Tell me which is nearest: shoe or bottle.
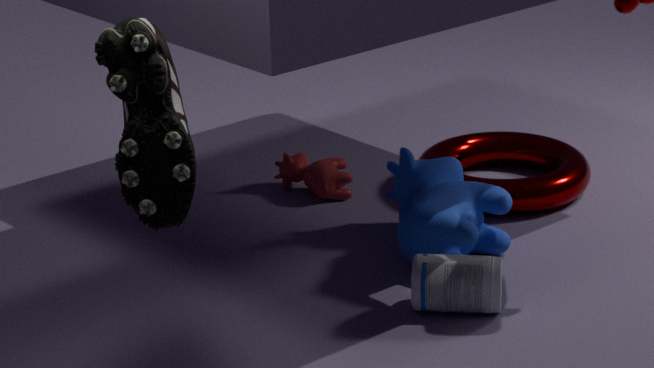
shoe
